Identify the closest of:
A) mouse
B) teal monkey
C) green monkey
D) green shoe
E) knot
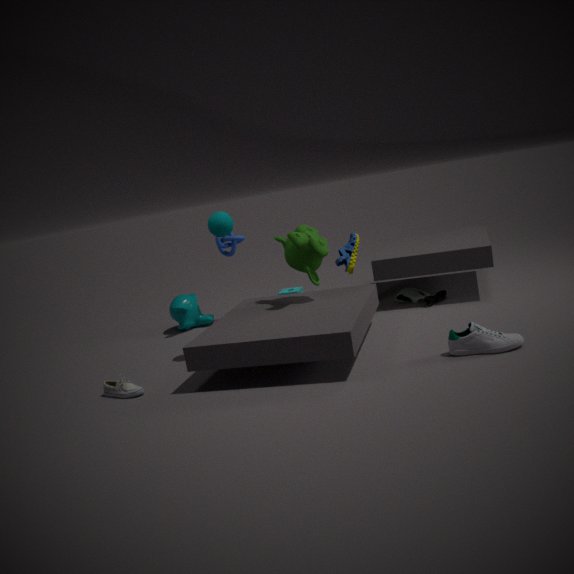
green monkey
